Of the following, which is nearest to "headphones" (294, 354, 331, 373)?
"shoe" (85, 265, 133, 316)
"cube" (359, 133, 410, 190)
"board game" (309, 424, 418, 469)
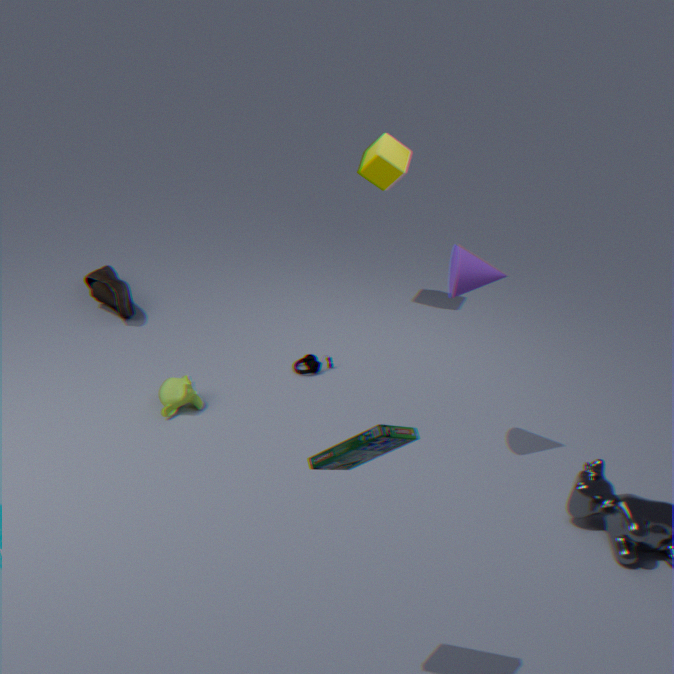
"shoe" (85, 265, 133, 316)
